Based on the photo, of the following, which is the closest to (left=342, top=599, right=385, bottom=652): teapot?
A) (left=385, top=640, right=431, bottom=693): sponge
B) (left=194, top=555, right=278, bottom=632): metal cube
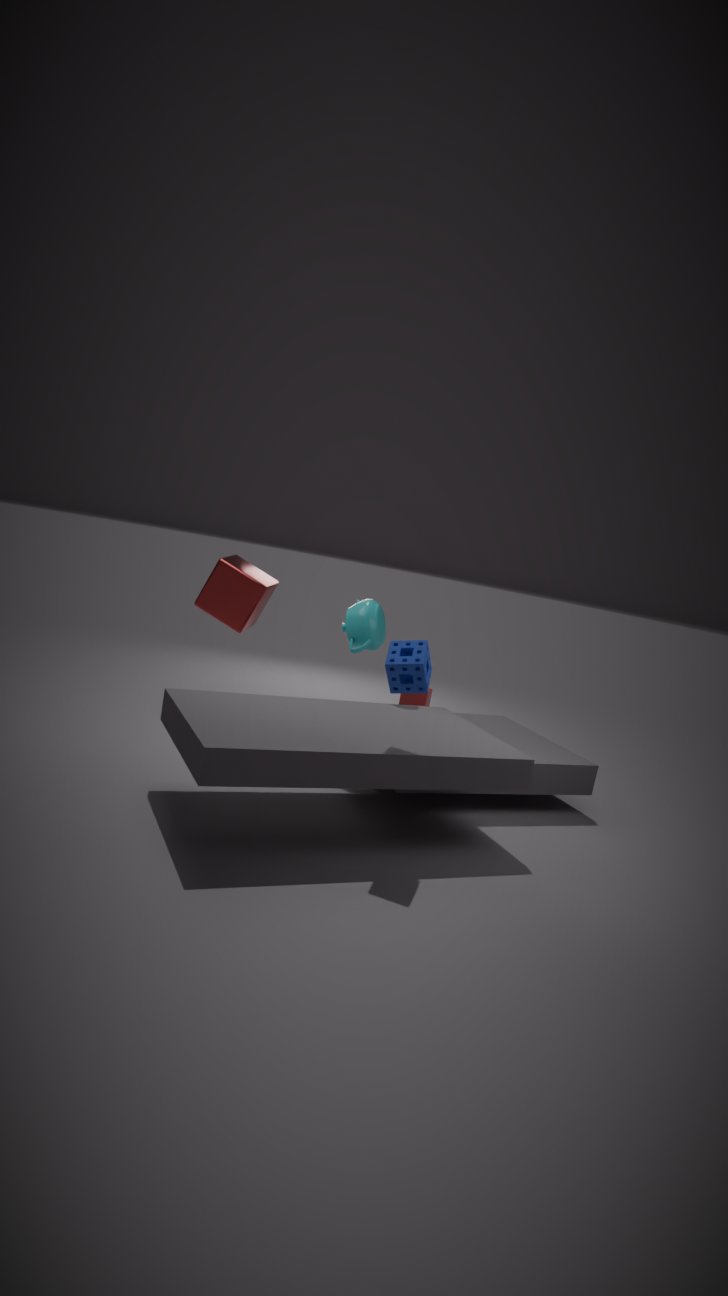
(left=194, top=555, right=278, bottom=632): metal cube
